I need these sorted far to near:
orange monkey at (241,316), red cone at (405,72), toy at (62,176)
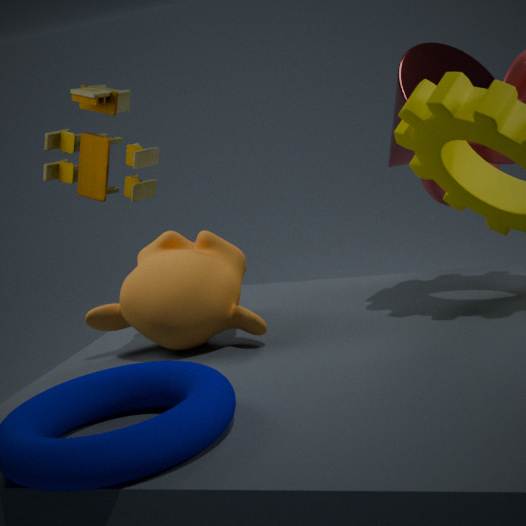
1. red cone at (405,72)
2. toy at (62,176)
3. orange monkey at (241,316)
